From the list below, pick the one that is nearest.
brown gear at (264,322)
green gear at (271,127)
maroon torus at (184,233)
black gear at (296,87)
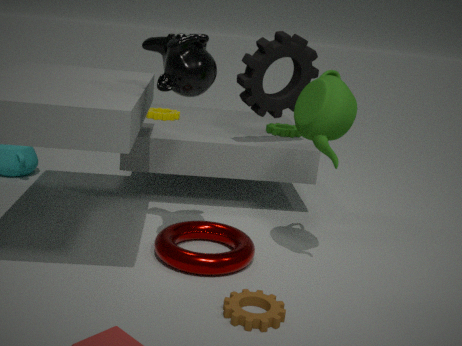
brown gear at (264,322)
